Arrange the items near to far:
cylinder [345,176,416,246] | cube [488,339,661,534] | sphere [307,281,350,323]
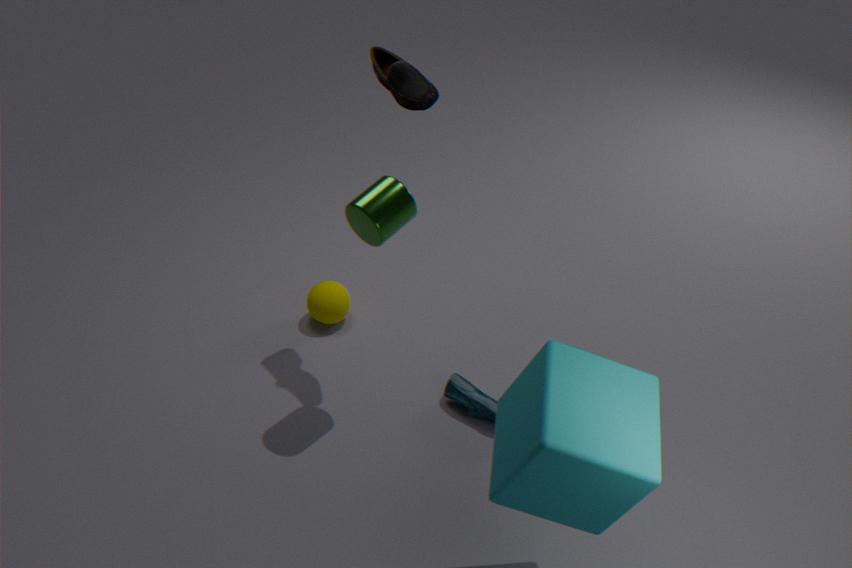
cube [488,339,661,534] → cylinder [345,176,416,246] → sphere [307,281,350,323]
